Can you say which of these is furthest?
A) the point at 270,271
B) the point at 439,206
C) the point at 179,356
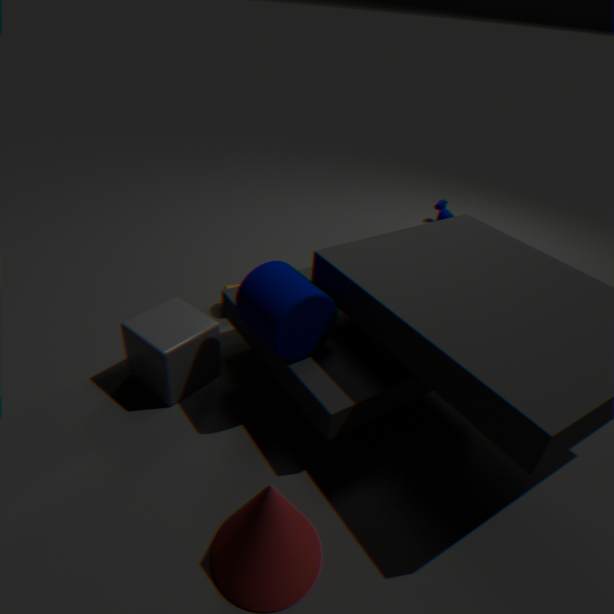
the point at 439,206
